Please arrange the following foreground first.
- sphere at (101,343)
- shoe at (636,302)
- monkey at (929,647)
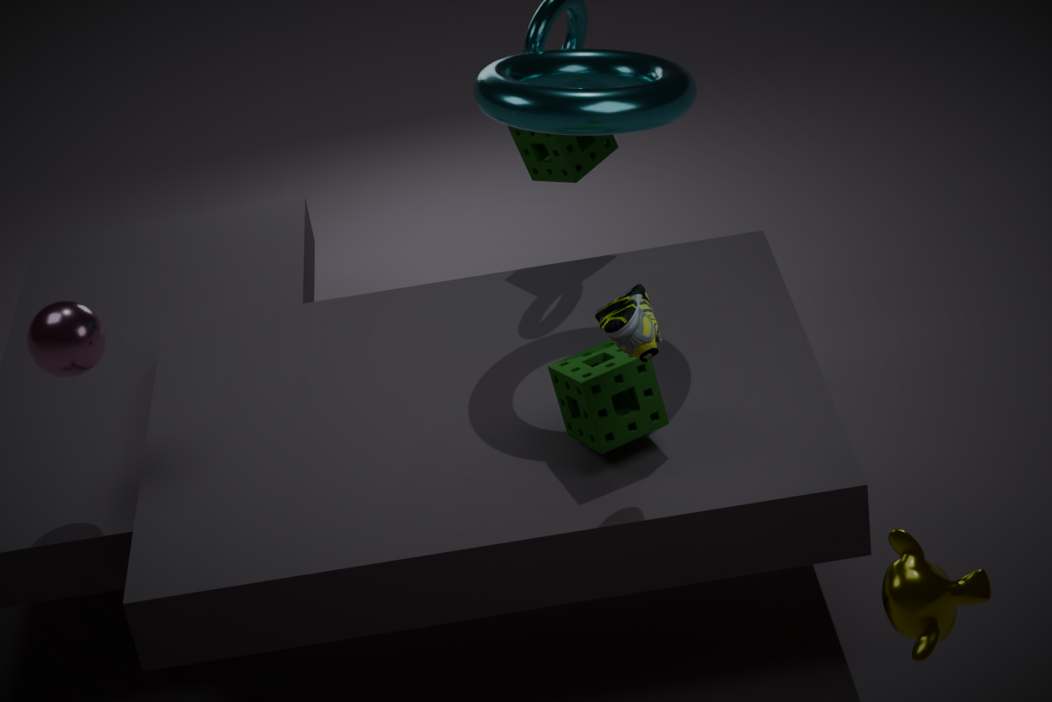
monkey at (929,647)
shoe at (636,302)
sphere at (101,343)
